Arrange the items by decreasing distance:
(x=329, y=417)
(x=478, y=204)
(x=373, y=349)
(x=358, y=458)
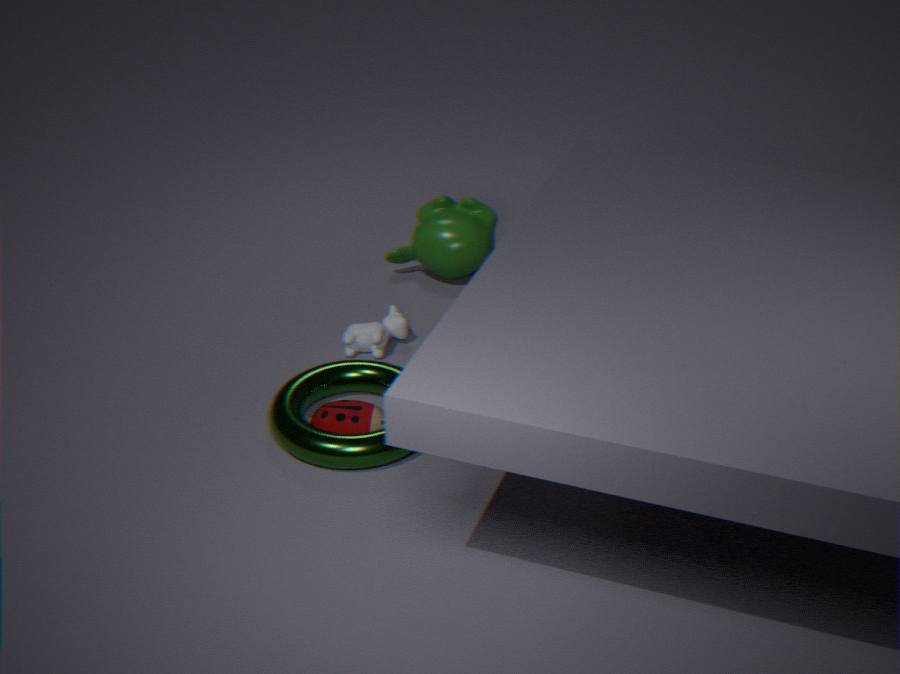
(x=478, y=204), (x=373, y=349), (x=329, y=417), (x=358, y=458)
